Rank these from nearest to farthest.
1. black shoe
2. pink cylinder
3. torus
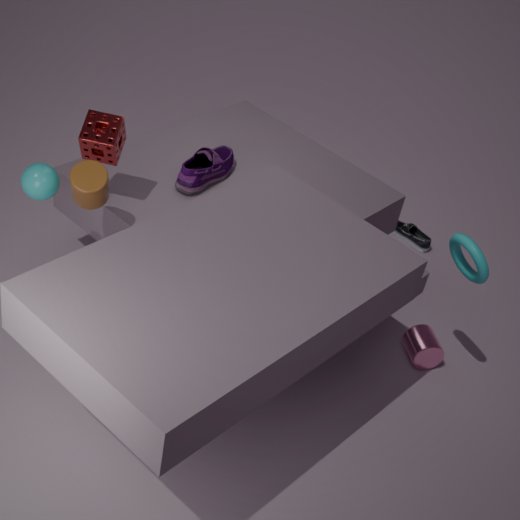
1. torus
2. pink cylinder
3. black shoe
